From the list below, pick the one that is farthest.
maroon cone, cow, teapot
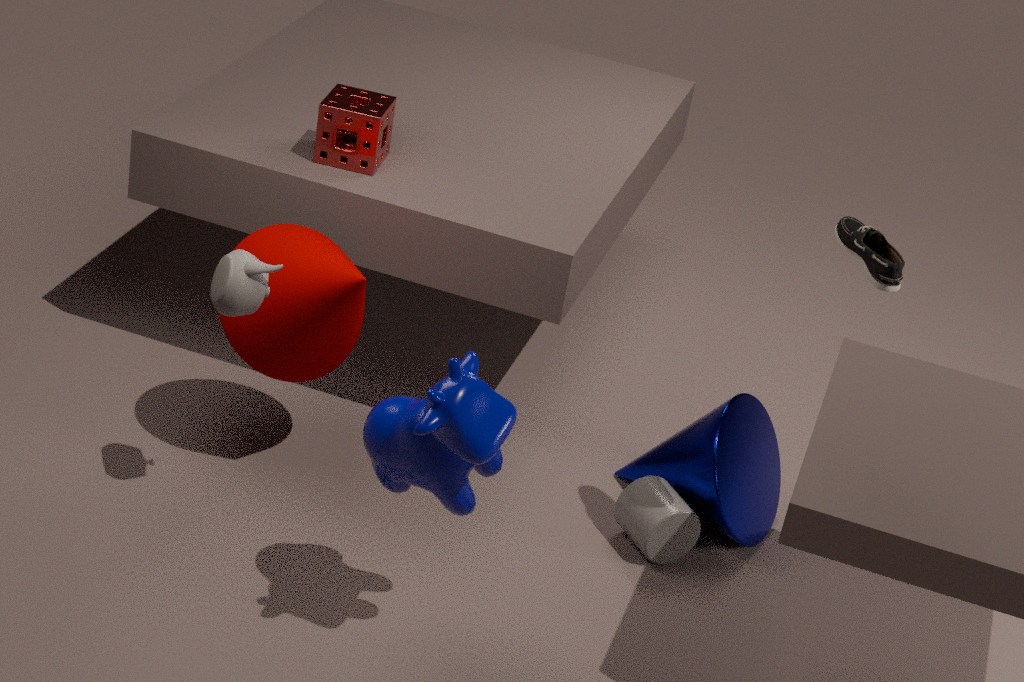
maroon cone
